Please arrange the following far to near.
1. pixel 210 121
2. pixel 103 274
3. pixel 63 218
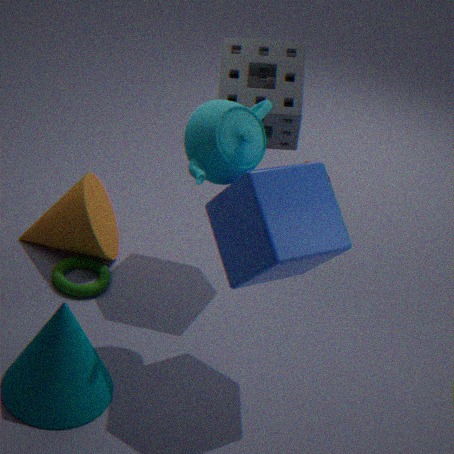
pixel 63 218 < pixel 103 274 < pixel 210 121
